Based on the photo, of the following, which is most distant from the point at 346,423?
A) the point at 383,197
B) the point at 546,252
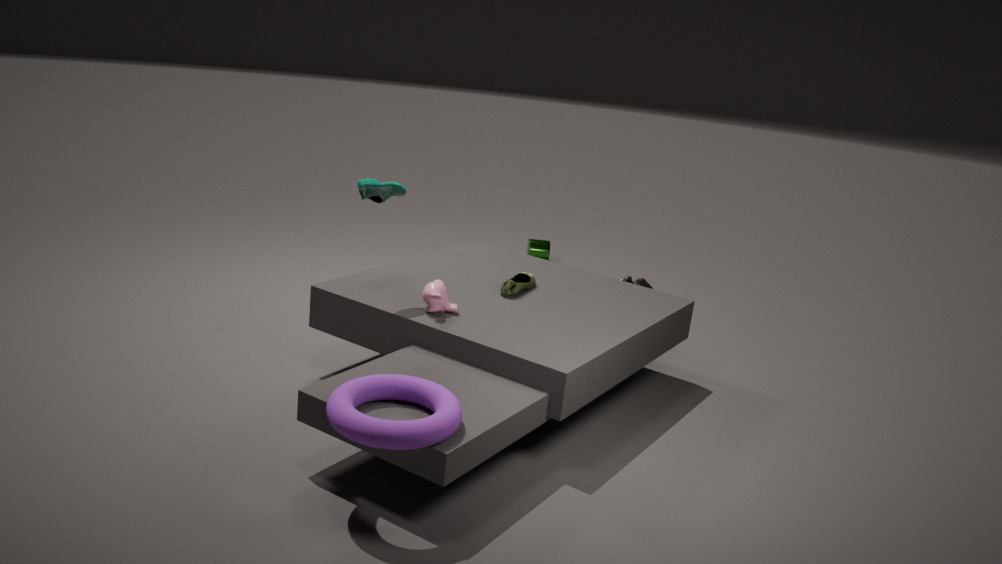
the point at 546,252
